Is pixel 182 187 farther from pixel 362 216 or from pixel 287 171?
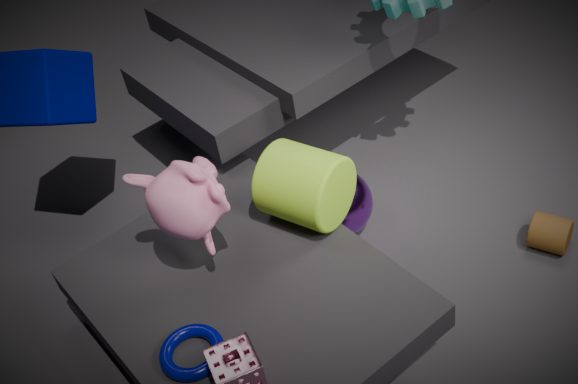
pixel 362 216
